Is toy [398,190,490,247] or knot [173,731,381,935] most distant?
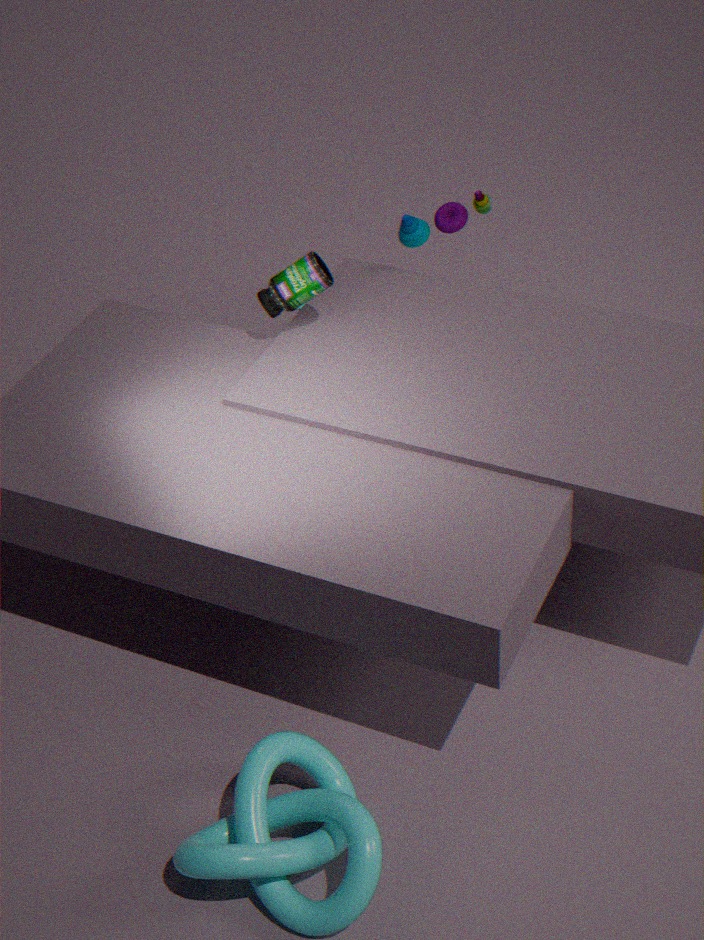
toy [398,190,490,247]
